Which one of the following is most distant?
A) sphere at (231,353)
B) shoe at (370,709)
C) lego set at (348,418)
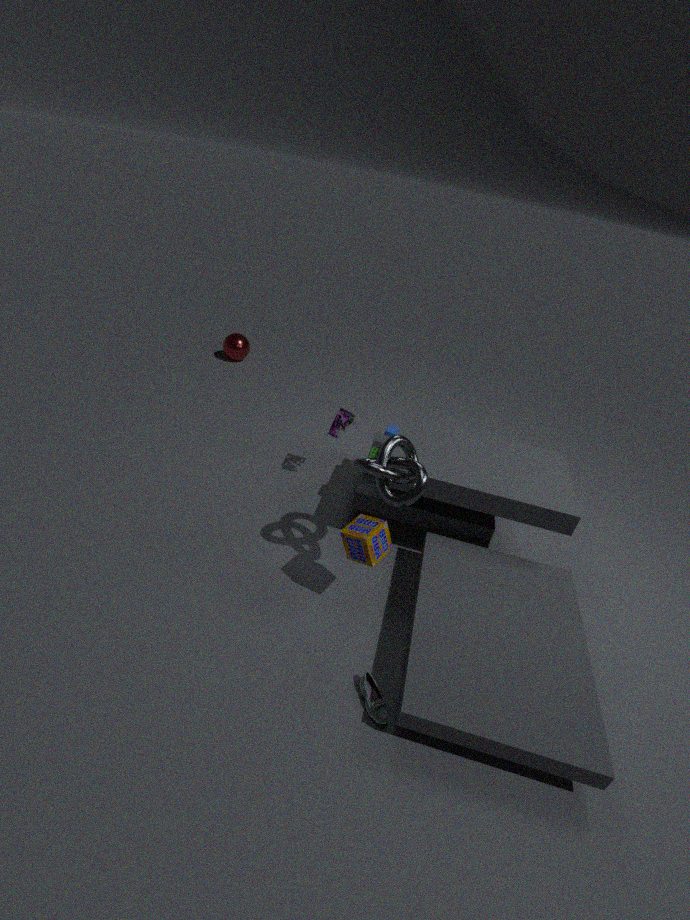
sphere at (231,353)
